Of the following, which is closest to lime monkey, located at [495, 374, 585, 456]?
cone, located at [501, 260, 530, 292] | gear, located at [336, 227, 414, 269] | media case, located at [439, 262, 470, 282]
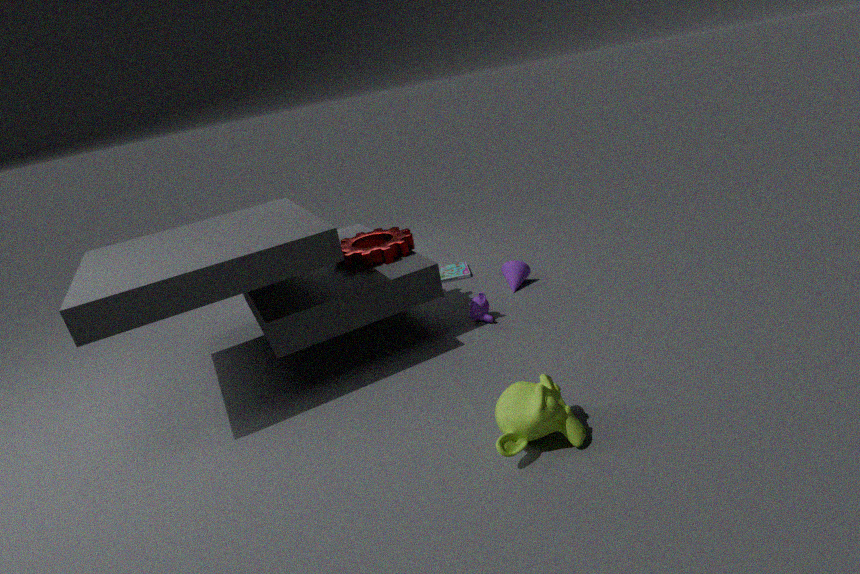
gear, located at [336, 227, 414, 269]
